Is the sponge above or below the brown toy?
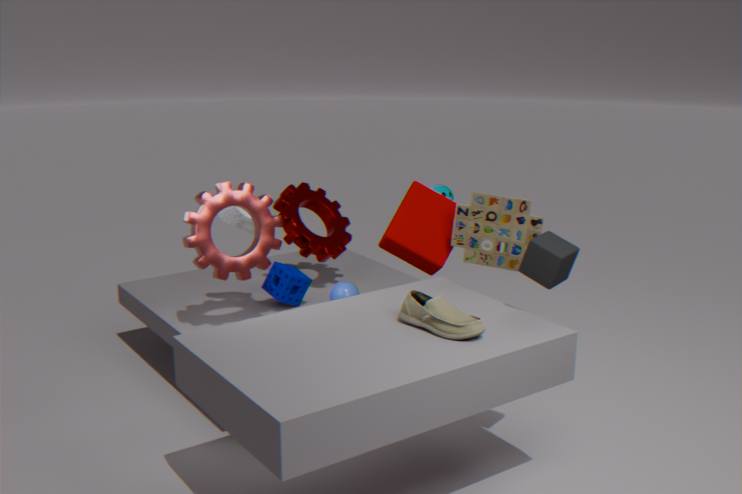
below
